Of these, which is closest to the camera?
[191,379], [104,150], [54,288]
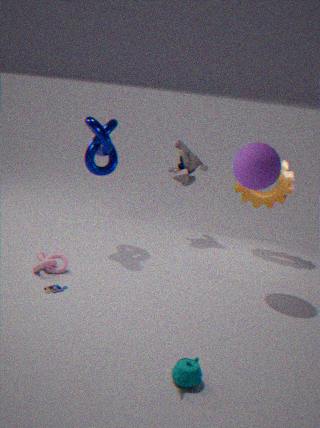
[191,379]
